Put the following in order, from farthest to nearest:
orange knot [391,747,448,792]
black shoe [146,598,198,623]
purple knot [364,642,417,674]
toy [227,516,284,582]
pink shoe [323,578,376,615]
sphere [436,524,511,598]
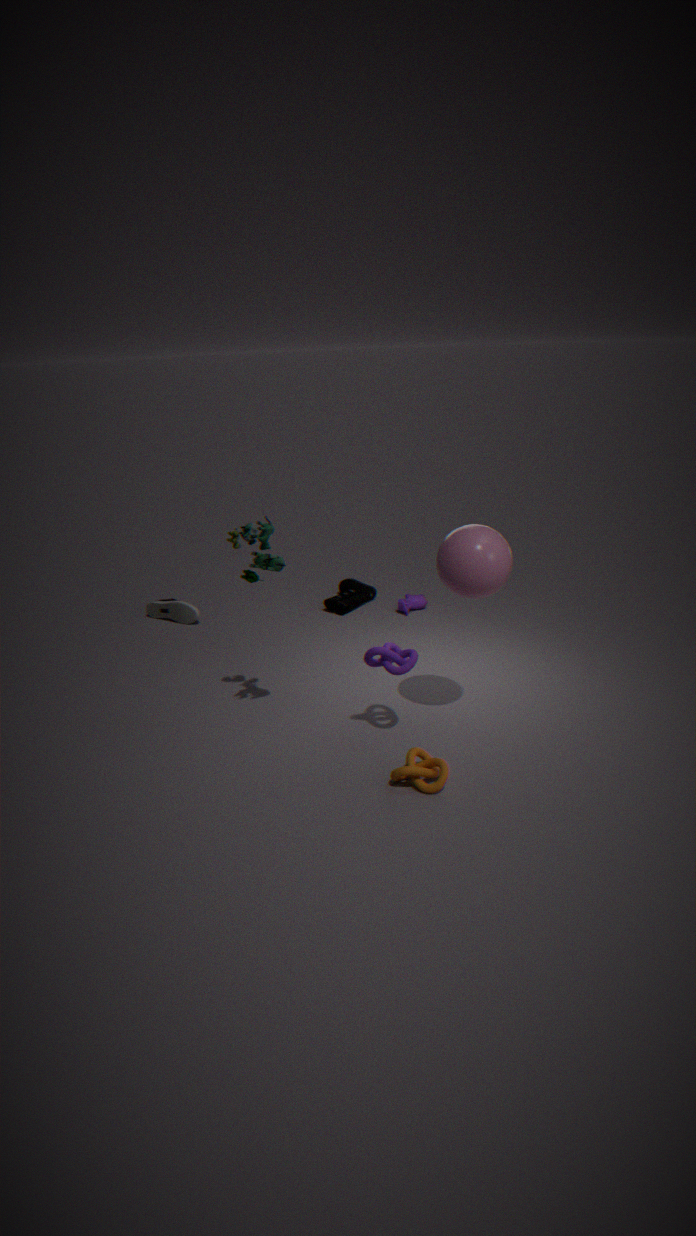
pink shoe [323,578,376,615], black shoe [146,598,198,623], purple knot [364,642,417,674], toy [227,516,284,582], sphere [436,524,511,598], orange knot [391,747,448,792]
